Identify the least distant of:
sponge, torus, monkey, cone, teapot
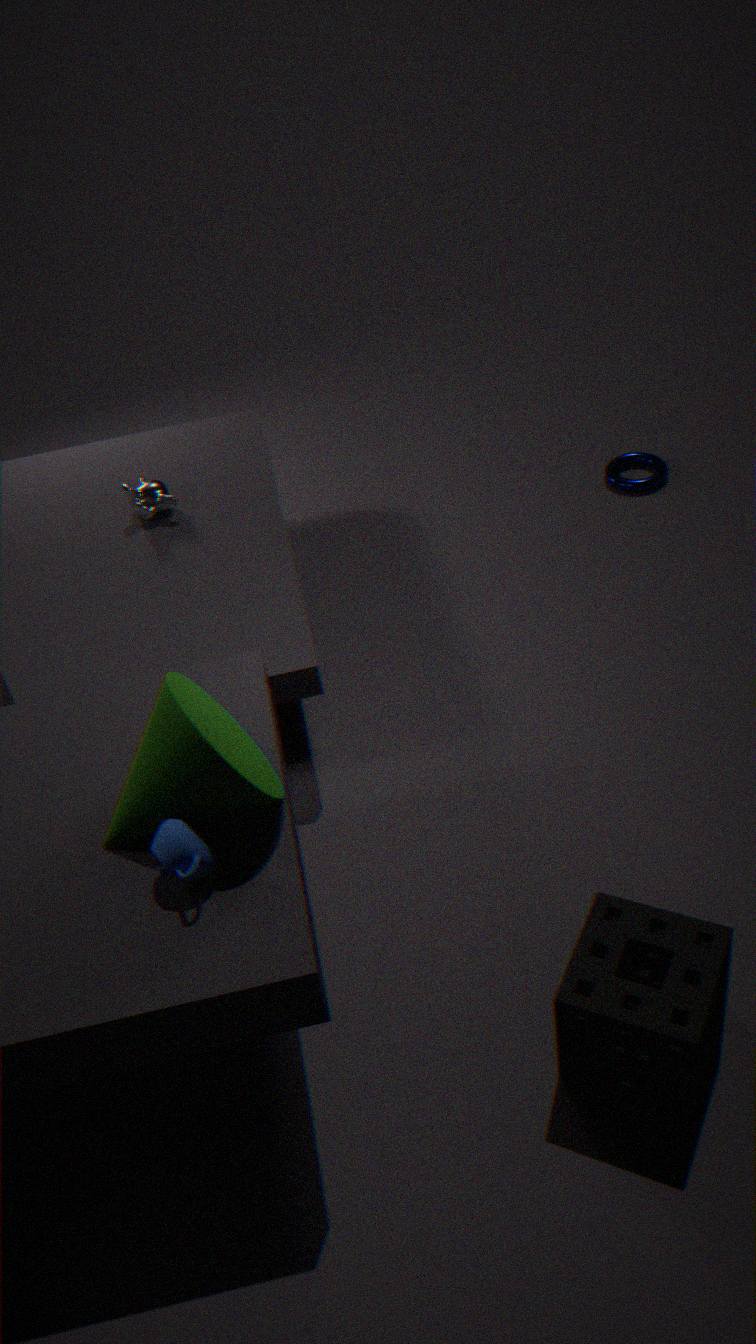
teapot
